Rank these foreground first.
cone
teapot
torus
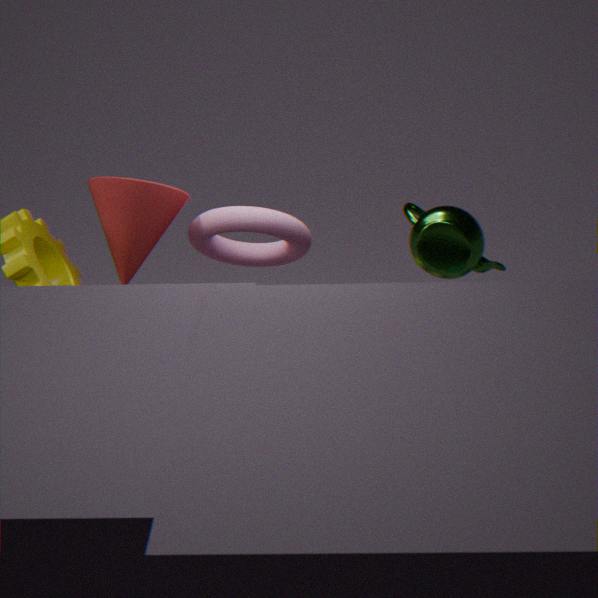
cone
torus
teapot
